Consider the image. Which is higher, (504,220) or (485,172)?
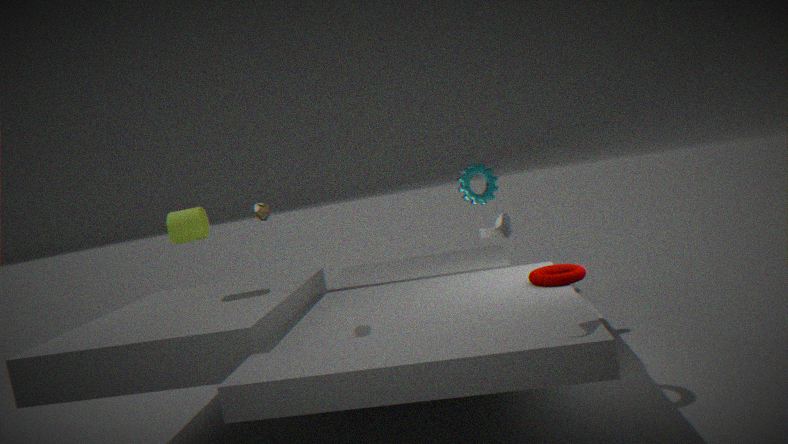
(485,172)
